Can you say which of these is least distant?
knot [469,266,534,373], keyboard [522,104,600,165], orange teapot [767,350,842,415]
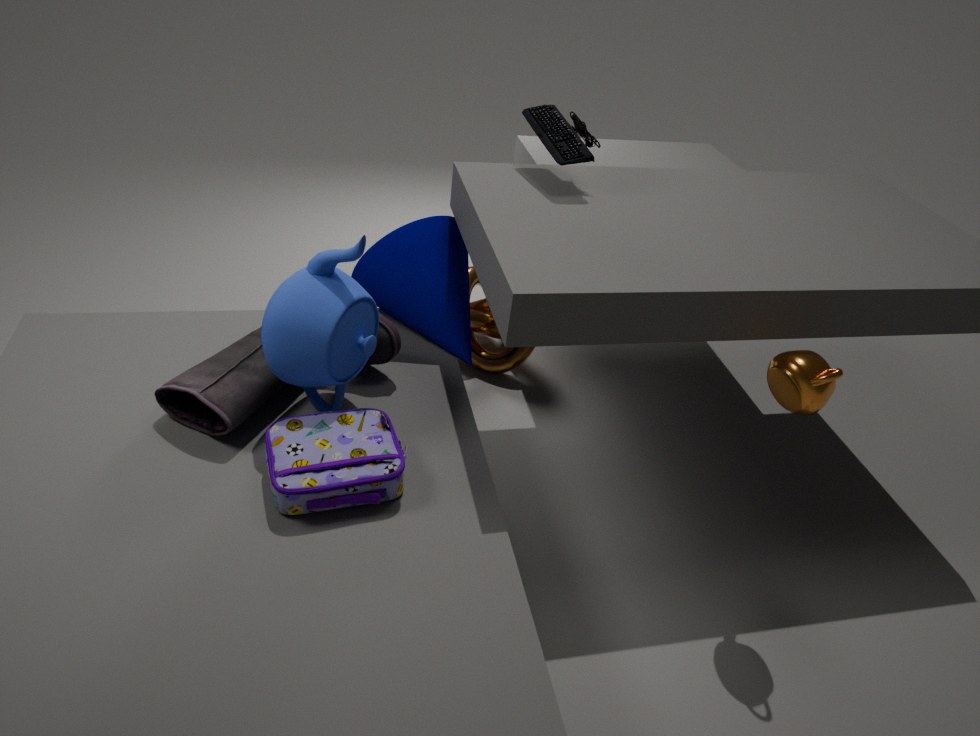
orange teapot [767,350,842,415]
